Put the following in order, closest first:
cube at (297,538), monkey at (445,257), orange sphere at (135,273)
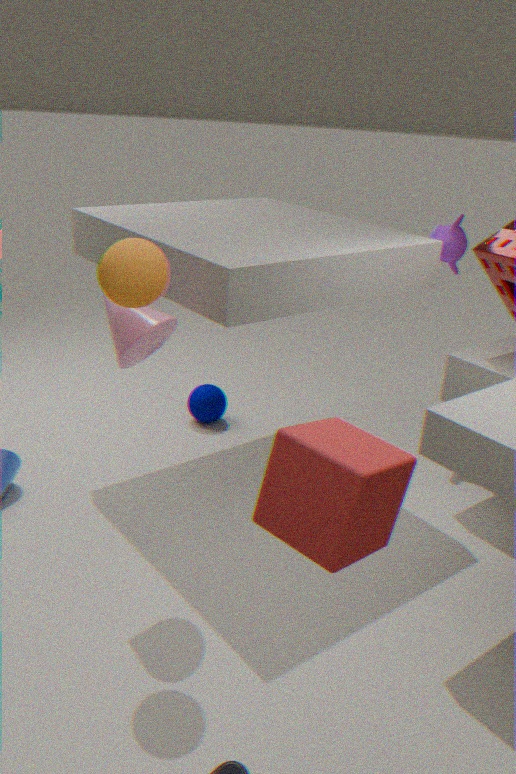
cube at (297,538), orange sphere at (135,273), monkey at (445,257)
